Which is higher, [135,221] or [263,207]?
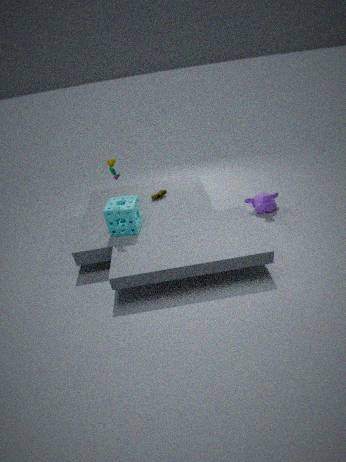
[135,221]
